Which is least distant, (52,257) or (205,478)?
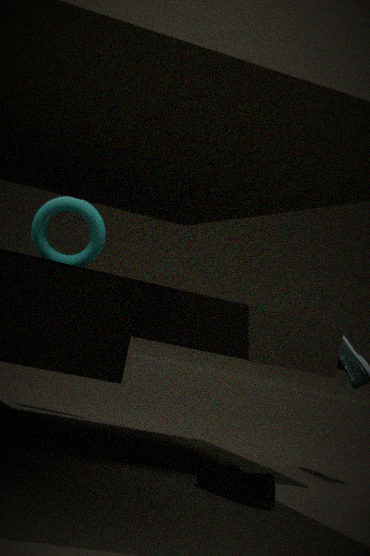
(205,478)
